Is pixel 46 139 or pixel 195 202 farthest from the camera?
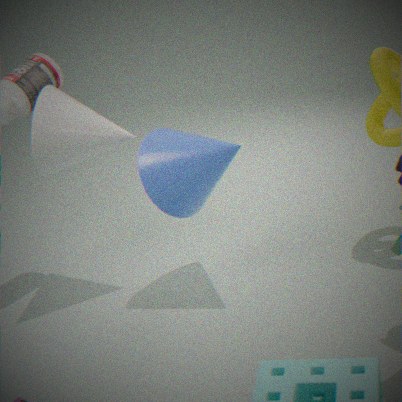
pixel 195 202
